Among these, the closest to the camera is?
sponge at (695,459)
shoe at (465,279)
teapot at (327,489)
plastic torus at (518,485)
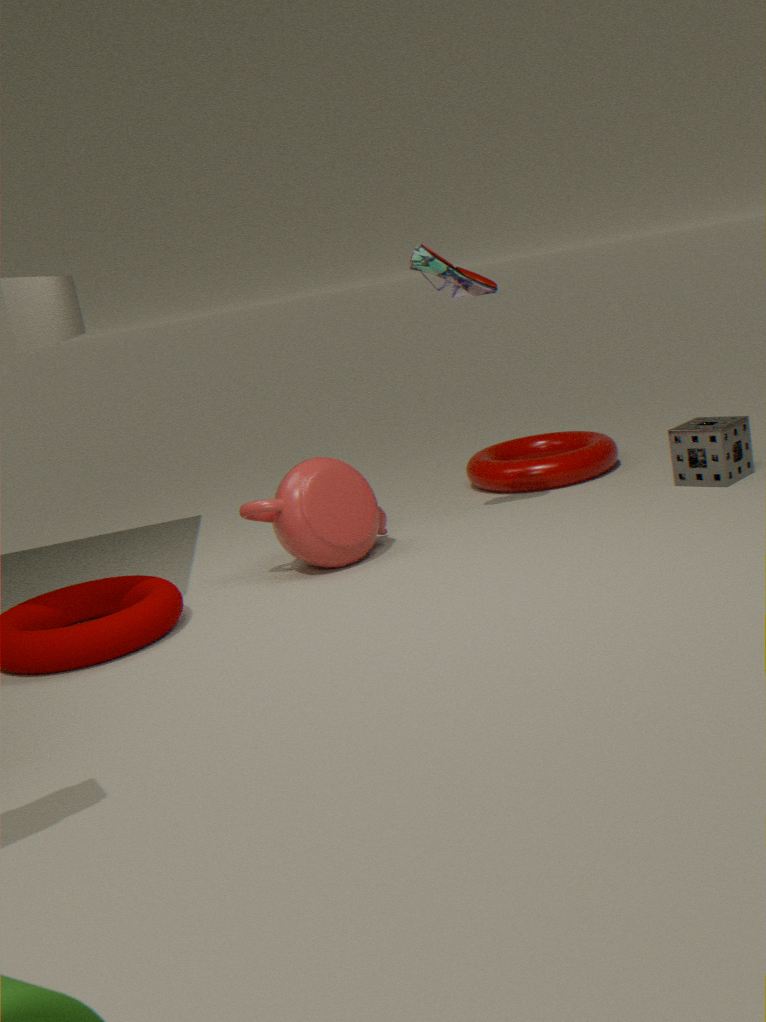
shoe at (465,279)
